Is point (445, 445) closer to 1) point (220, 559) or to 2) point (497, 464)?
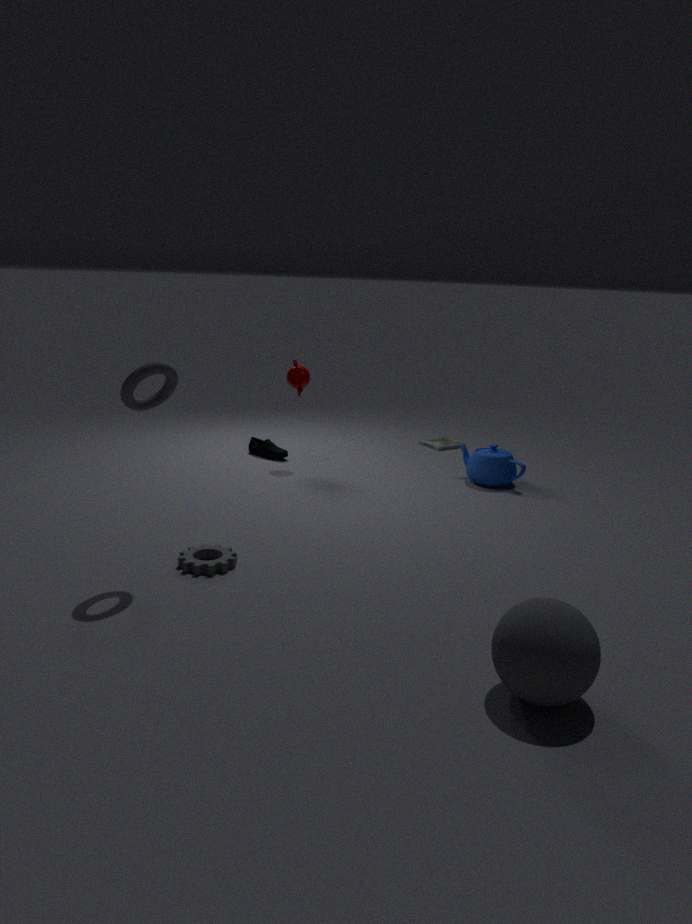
2) point (497, 464)
